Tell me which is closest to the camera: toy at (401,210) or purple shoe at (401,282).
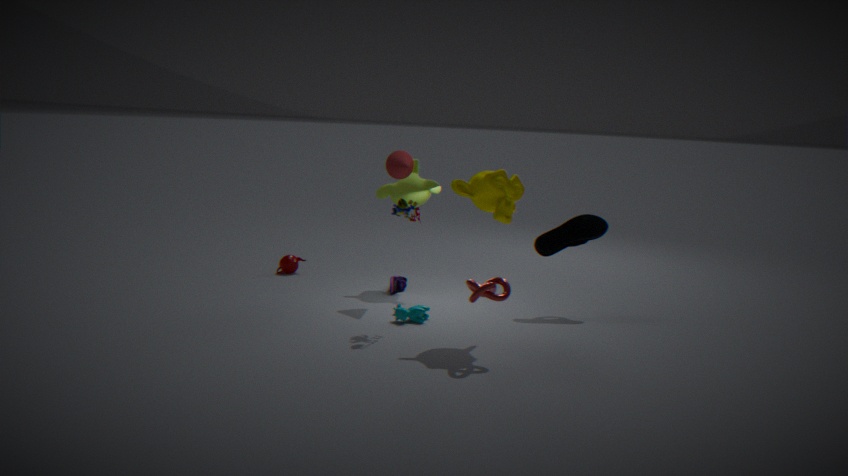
toy at (401,210)
